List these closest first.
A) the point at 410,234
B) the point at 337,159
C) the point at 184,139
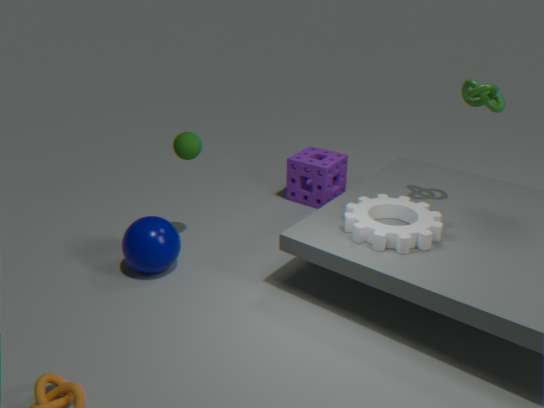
the point at 410,234 < the point at 184,139 < the point at 337,159
